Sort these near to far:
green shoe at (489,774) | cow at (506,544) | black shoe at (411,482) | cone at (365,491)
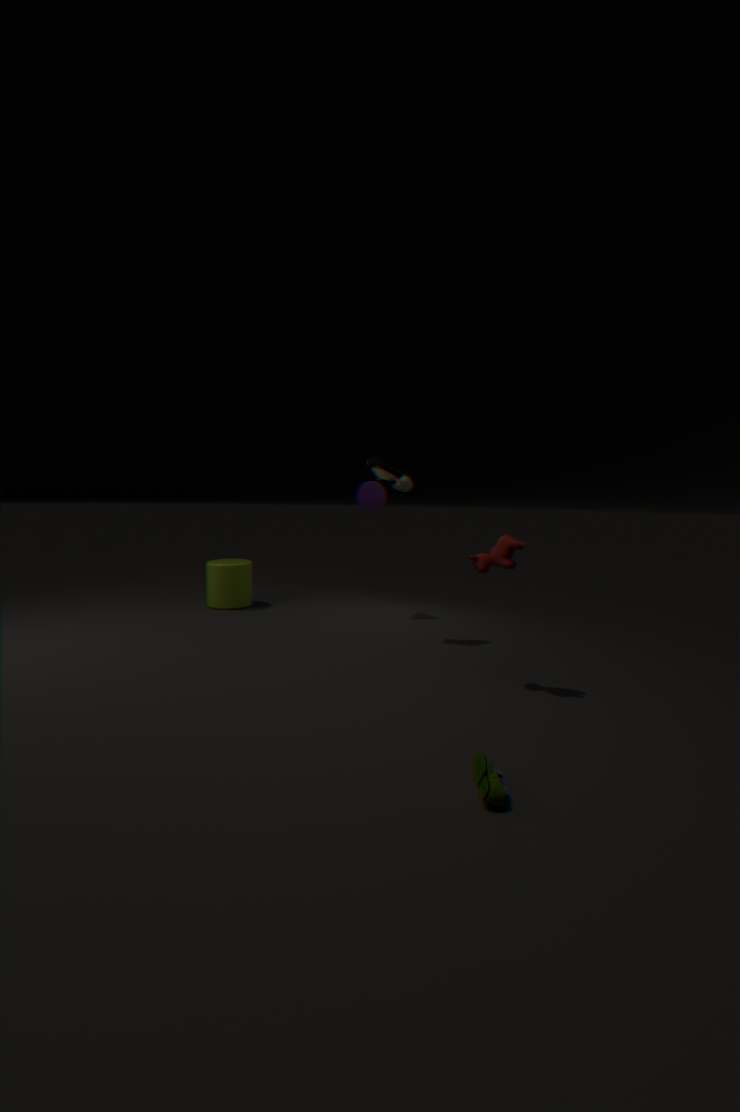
green shoe at (489,774)
cow at (506,544)
black shoe at (411,482)
cone at (365,491)
